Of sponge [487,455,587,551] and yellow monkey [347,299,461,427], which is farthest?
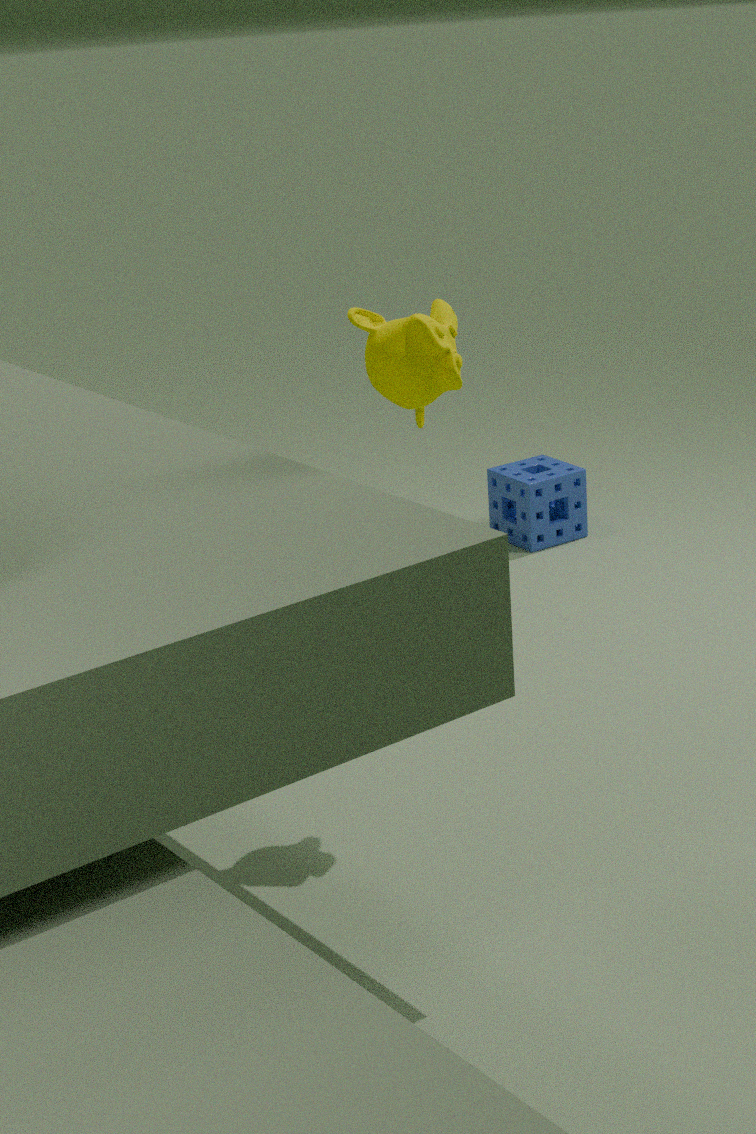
sponge [487,455,587,551]
